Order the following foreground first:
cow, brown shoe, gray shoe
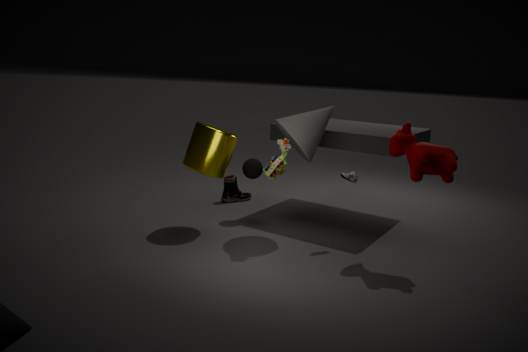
cow → gray shoe → brown shoe
